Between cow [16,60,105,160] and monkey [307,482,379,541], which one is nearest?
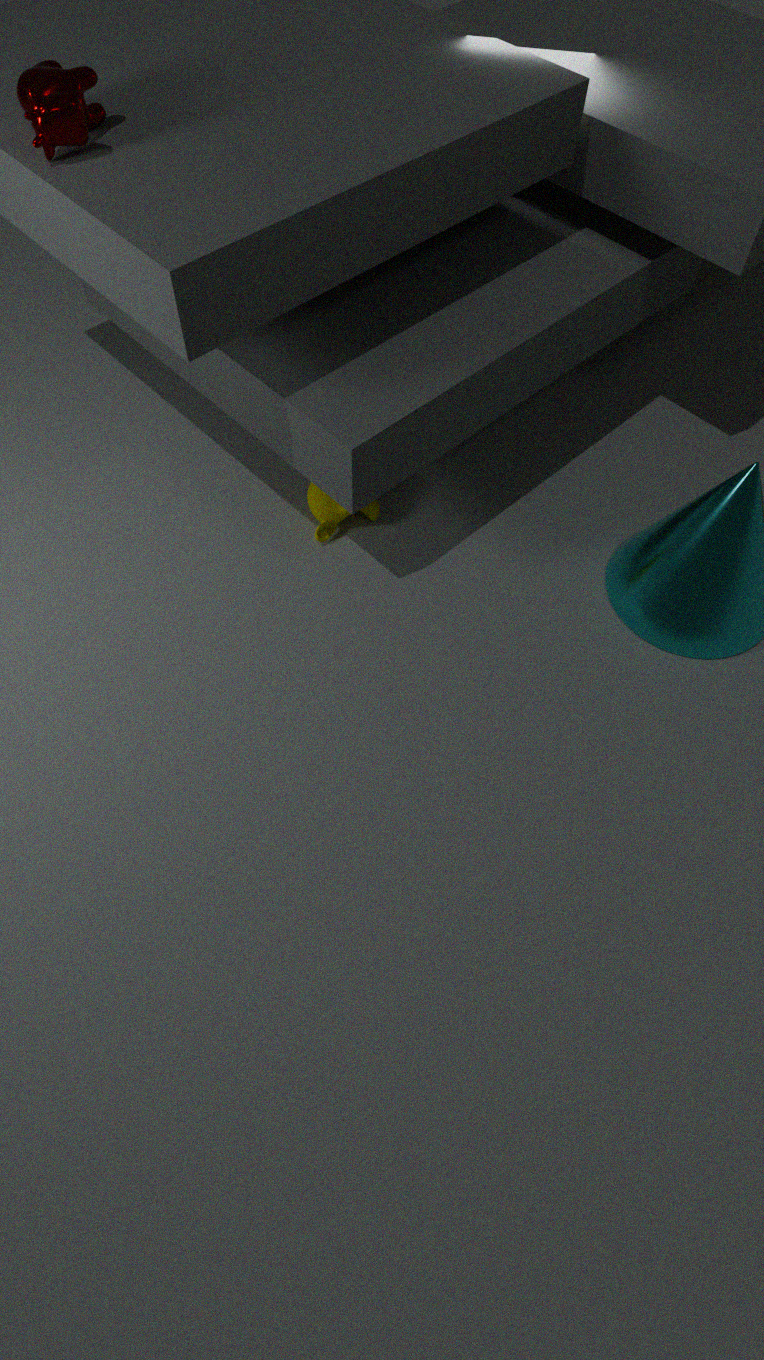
cow [16,60,105,160]
